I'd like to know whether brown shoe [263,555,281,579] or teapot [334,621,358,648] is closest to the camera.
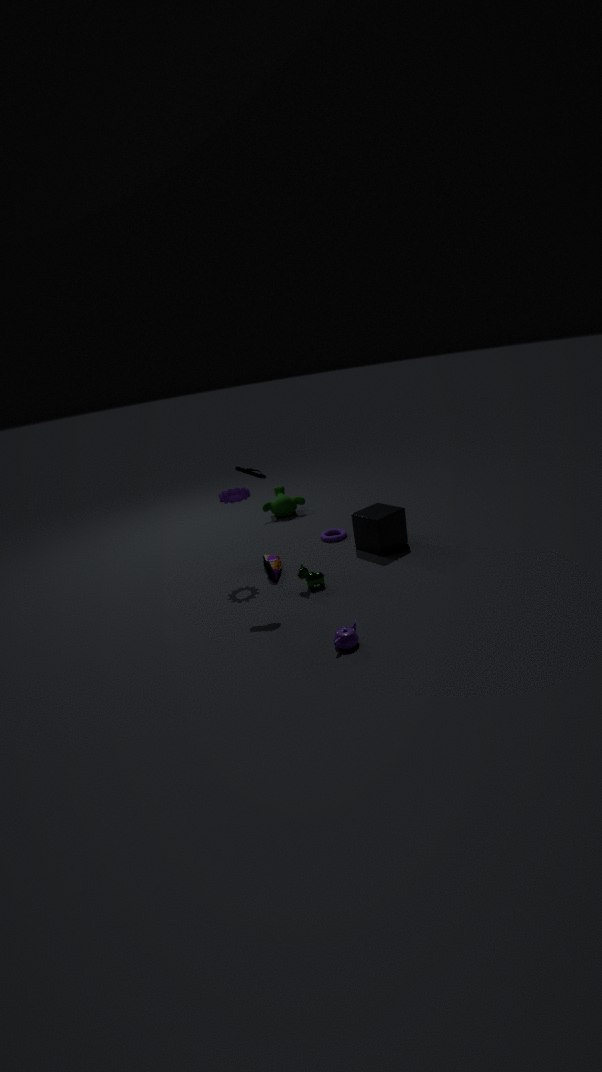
teapot [334,621,358,648]
